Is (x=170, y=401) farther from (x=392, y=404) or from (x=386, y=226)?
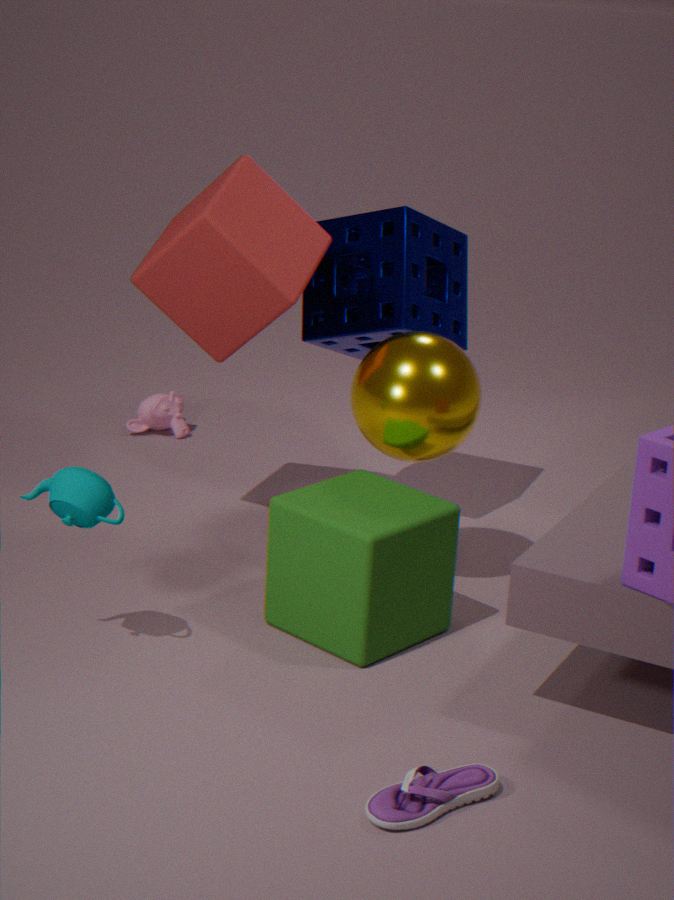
(x=392, y=404)
